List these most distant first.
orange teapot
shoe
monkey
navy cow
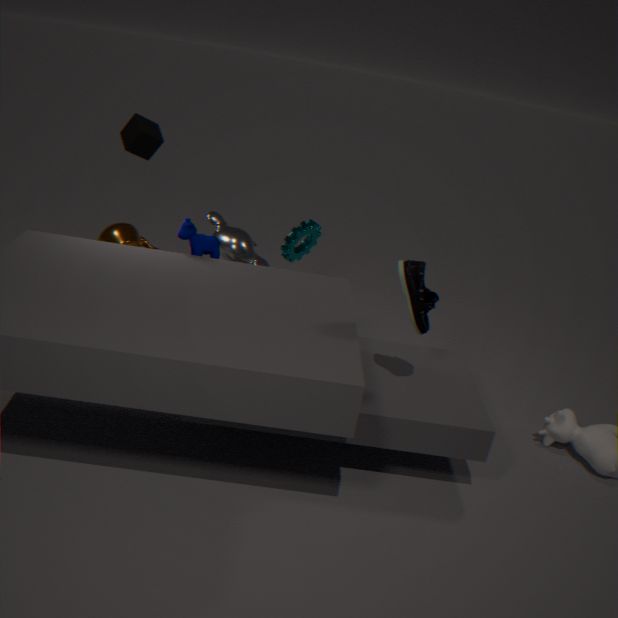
orange teapot, monkey, navy cow, shoe
